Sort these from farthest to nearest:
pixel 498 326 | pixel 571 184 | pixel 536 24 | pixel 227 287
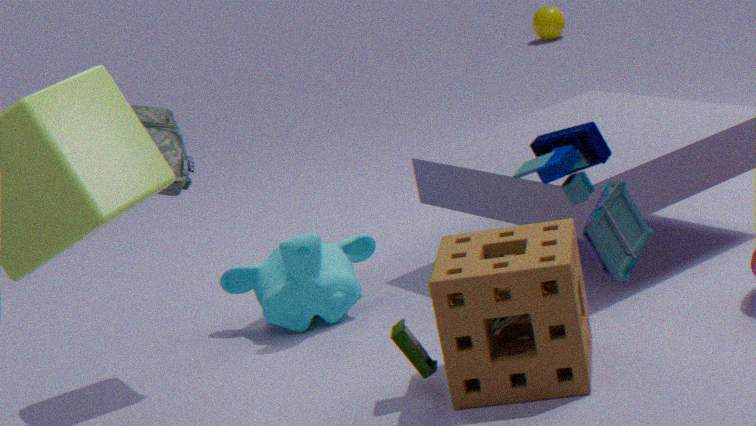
pixel 536 24
pixel 227 287
pixel 498 326
pixel 571 184
